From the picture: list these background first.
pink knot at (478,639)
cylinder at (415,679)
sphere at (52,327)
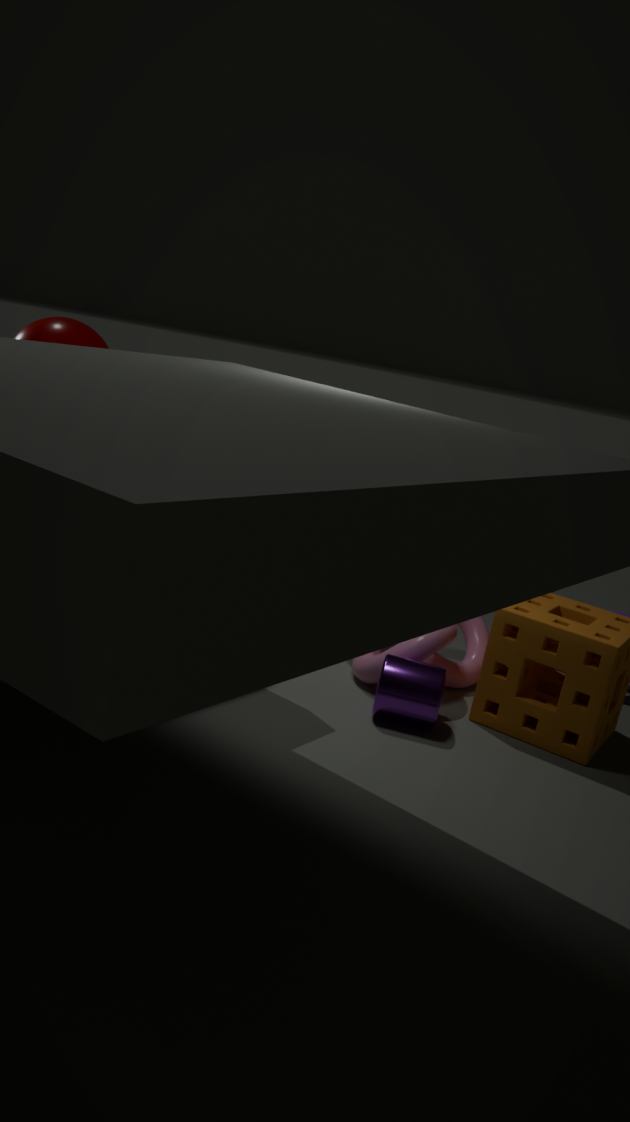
sphere at (52,327)
pink knot at (478,639)
cylinder at (415,679)
